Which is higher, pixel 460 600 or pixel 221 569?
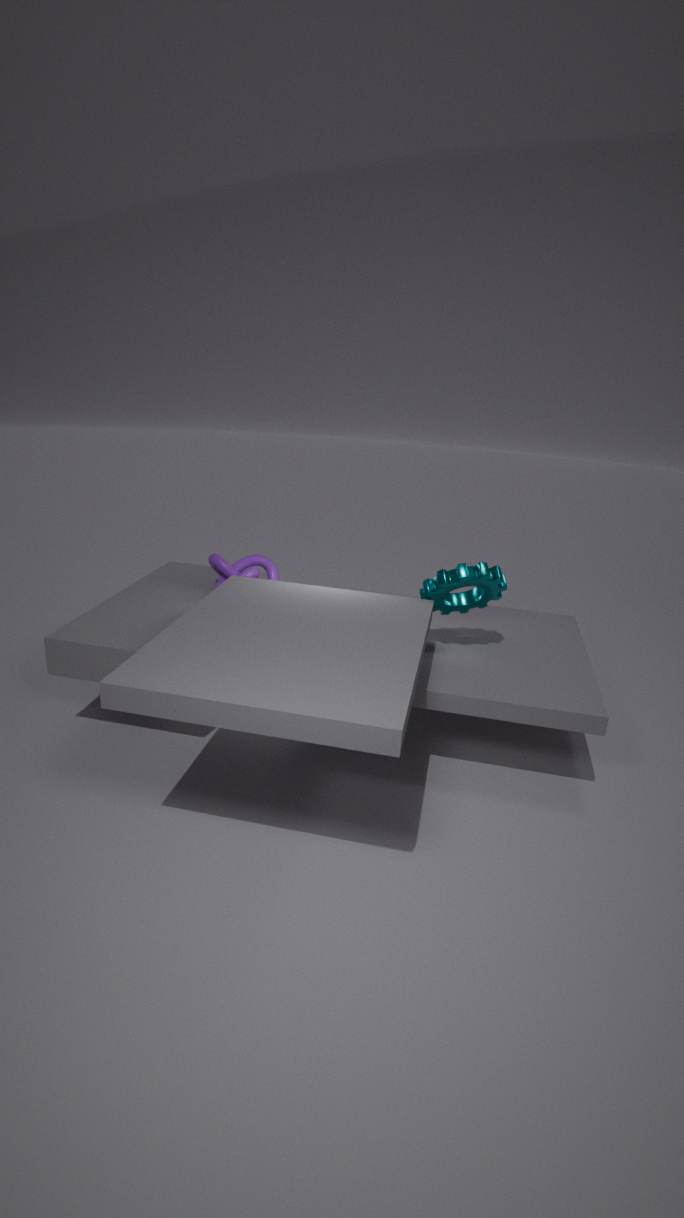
pixel 460 600
